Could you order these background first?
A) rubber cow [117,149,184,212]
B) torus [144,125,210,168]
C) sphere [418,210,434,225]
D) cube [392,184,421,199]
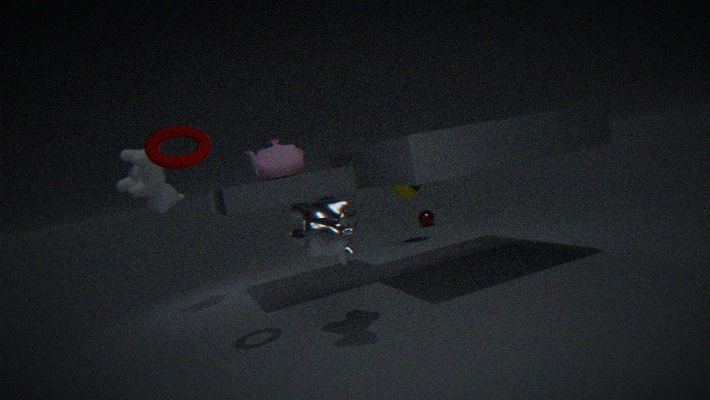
sphere [418,210,434,225], cube [392,184,421,199], rubber cow [117,149,184,212], torus [144,125,210,168]
